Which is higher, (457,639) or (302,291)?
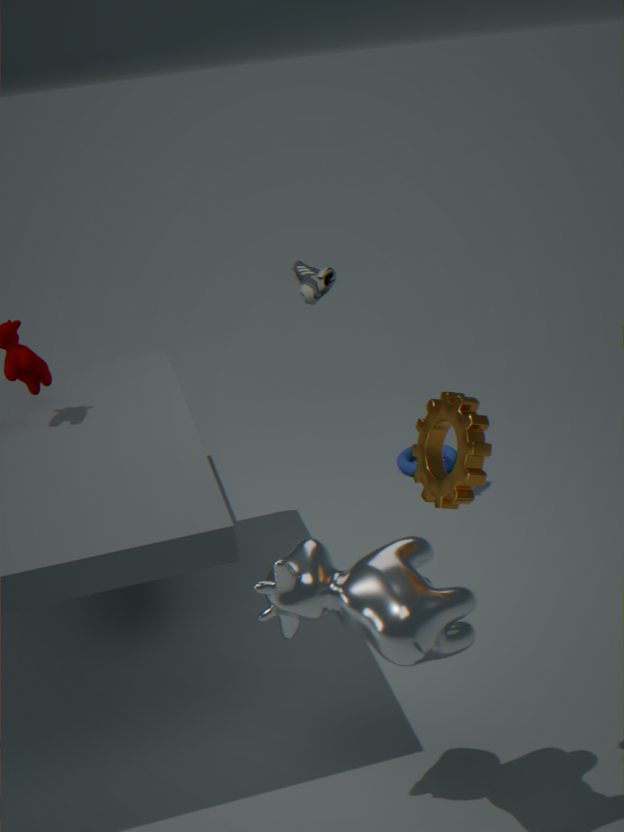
(302,291)
